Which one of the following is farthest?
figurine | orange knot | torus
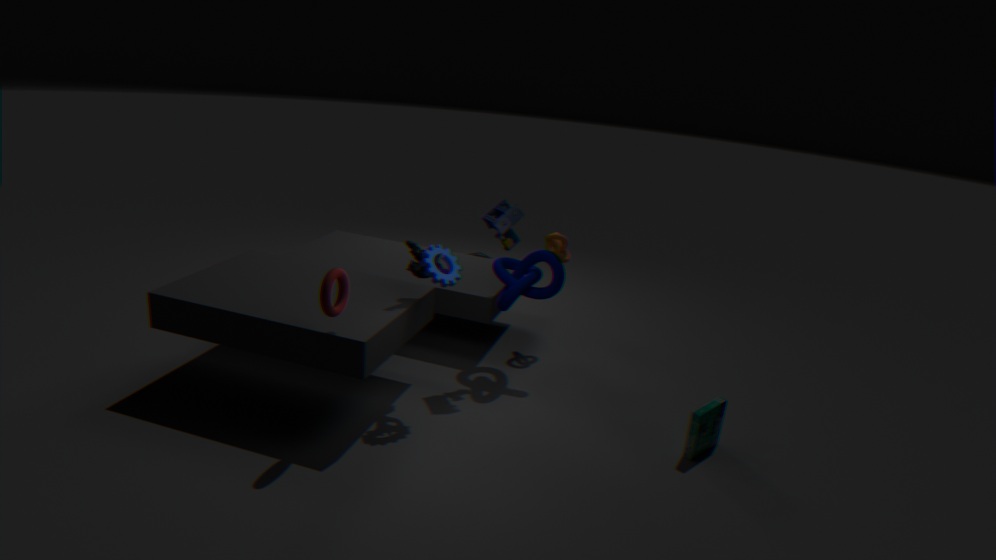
orange knot
